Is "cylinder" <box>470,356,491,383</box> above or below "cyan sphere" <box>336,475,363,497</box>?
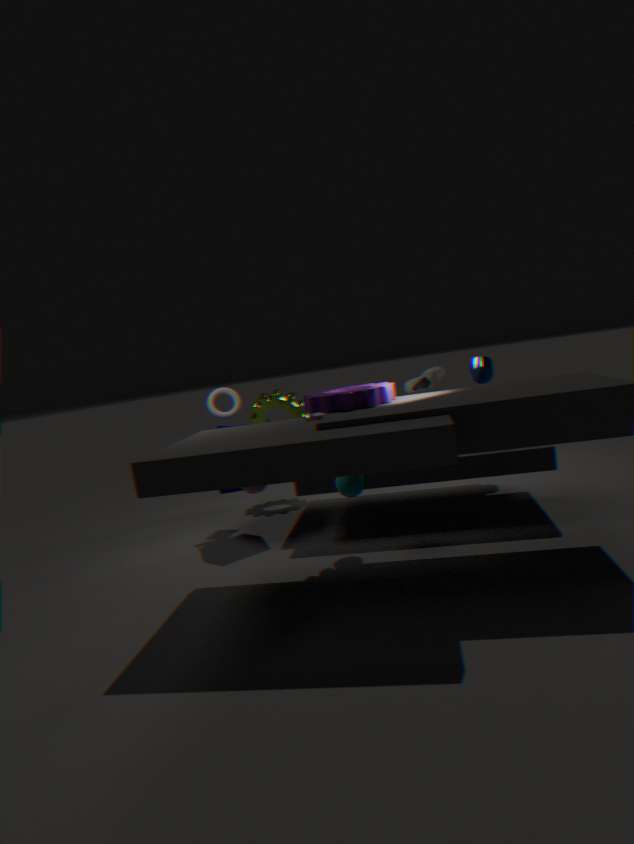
above
